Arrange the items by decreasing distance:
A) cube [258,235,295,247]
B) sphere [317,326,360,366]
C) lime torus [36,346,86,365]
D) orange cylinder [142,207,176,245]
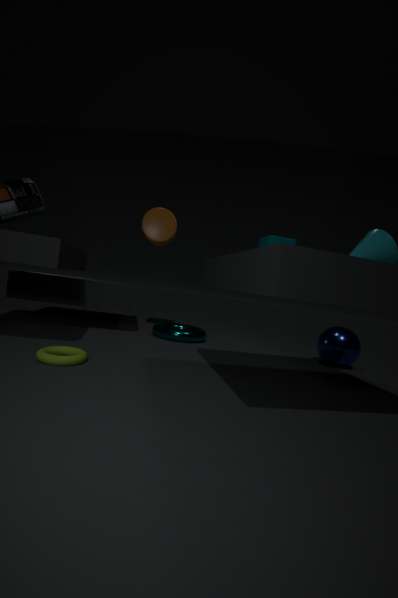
1. orange cylinder [142,207,176,245]
2. sphere [317,326,360,366]
3. cube [258,235,295,247]
4. lime torus [36,346,86,365]
